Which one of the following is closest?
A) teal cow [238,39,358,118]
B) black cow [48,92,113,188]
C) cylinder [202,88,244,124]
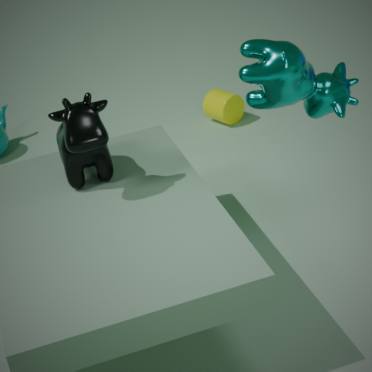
teal cow [238,39,358,118]
